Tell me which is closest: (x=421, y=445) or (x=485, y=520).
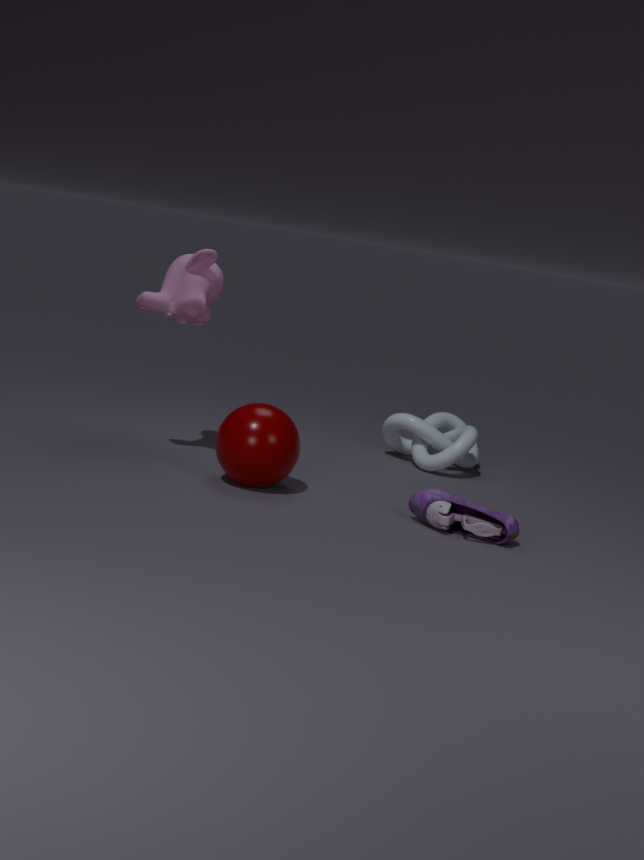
(x=485, y=520)
